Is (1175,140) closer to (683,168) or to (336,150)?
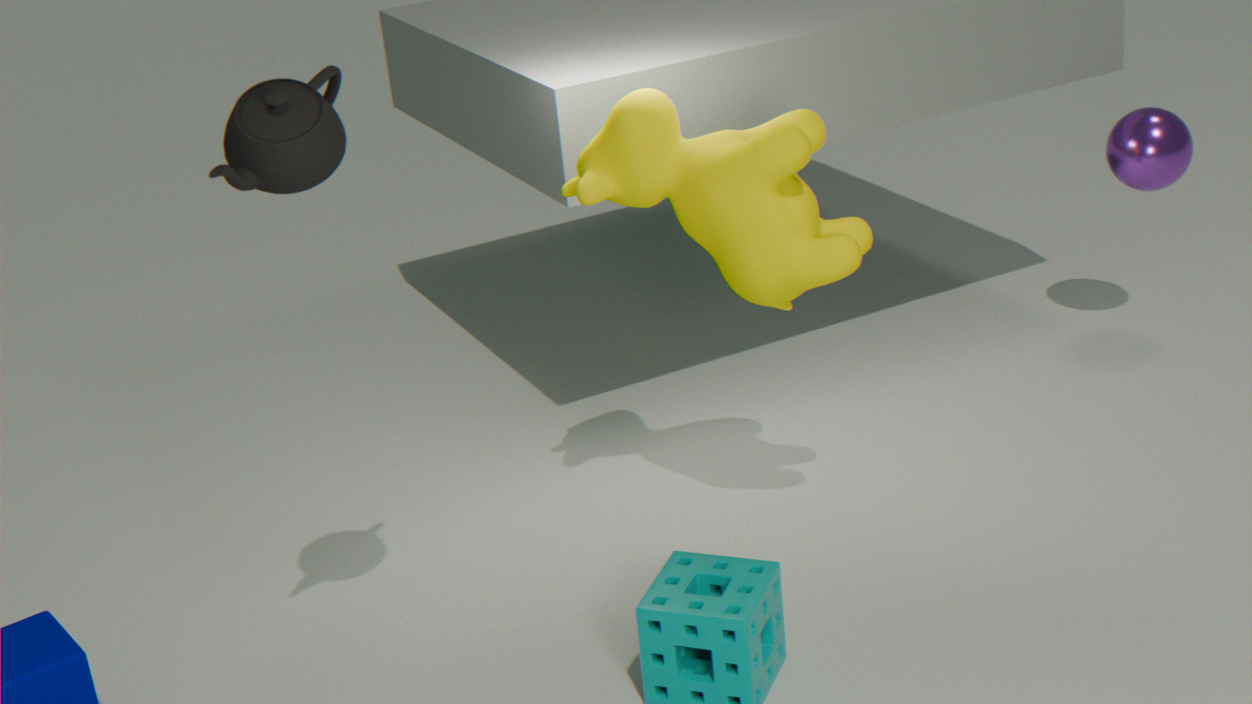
(683,168)
